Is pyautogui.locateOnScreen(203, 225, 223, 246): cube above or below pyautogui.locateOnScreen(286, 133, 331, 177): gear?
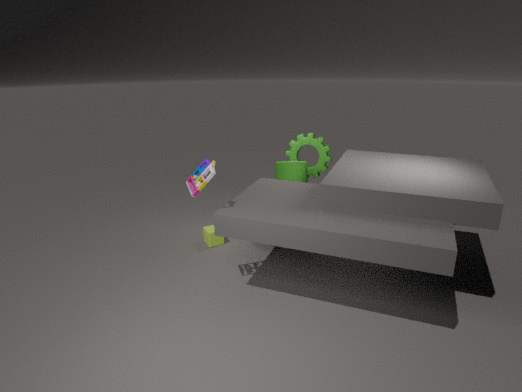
below
